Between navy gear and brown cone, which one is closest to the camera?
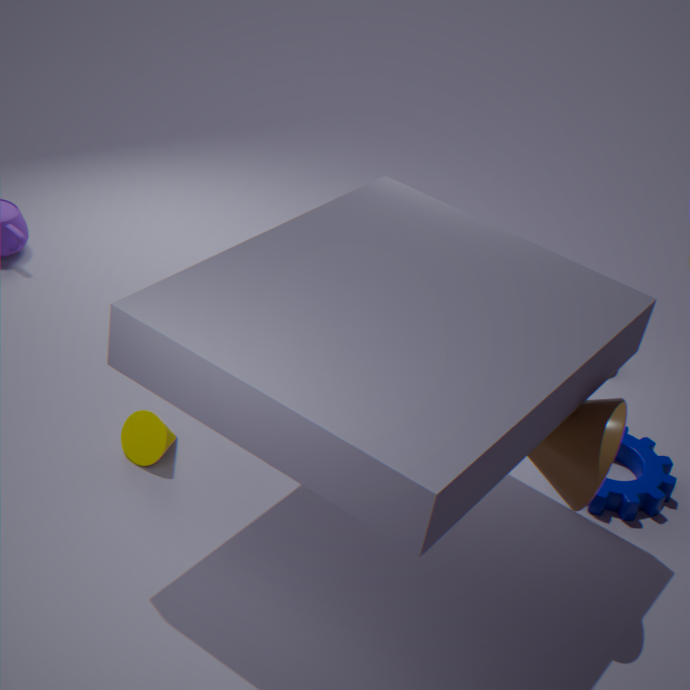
brown cone
